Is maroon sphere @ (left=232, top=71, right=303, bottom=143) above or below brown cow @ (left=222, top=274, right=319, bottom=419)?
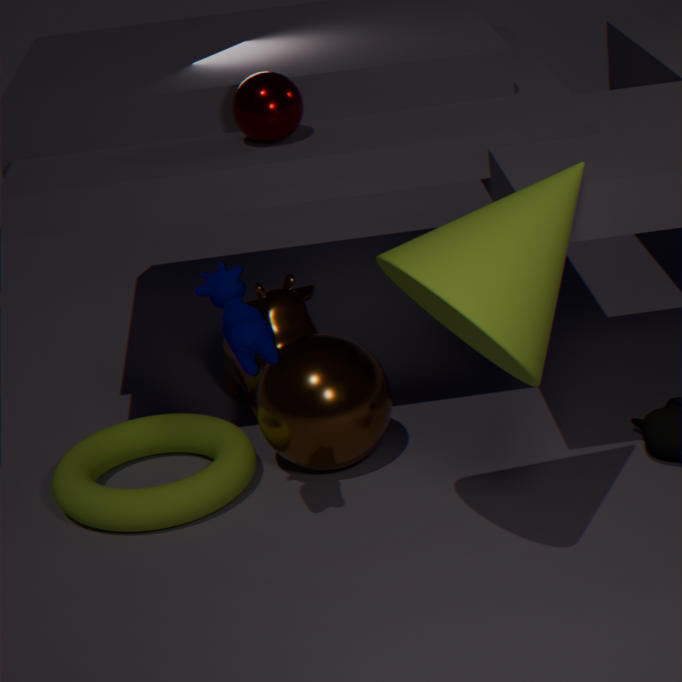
above
